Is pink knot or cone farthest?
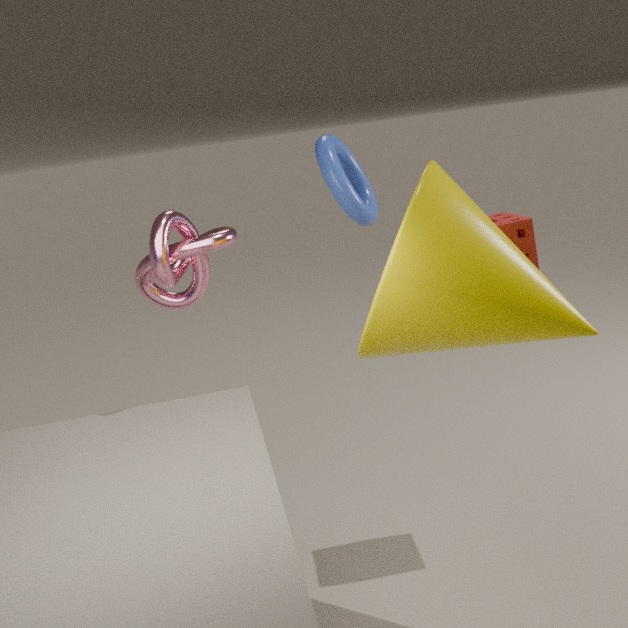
pink knot
